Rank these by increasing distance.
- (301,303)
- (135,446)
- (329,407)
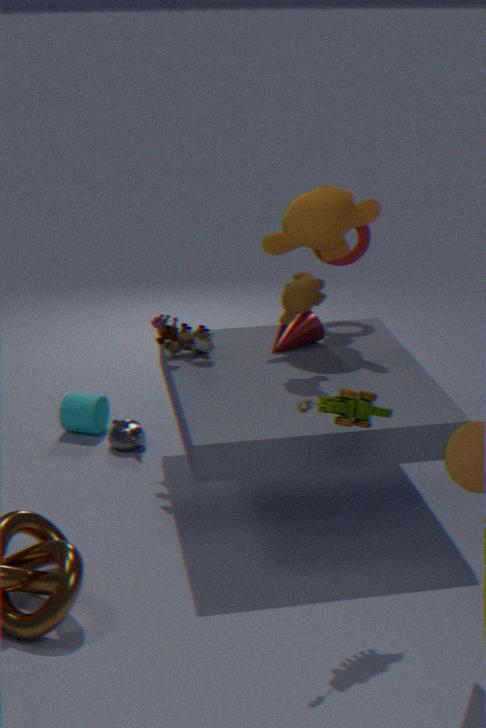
(329,407) < (301,303) < (135,446)
